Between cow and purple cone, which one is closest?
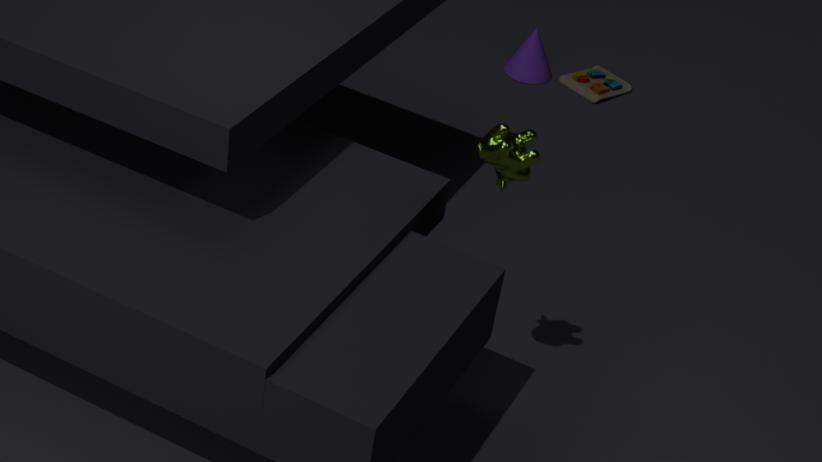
cow
